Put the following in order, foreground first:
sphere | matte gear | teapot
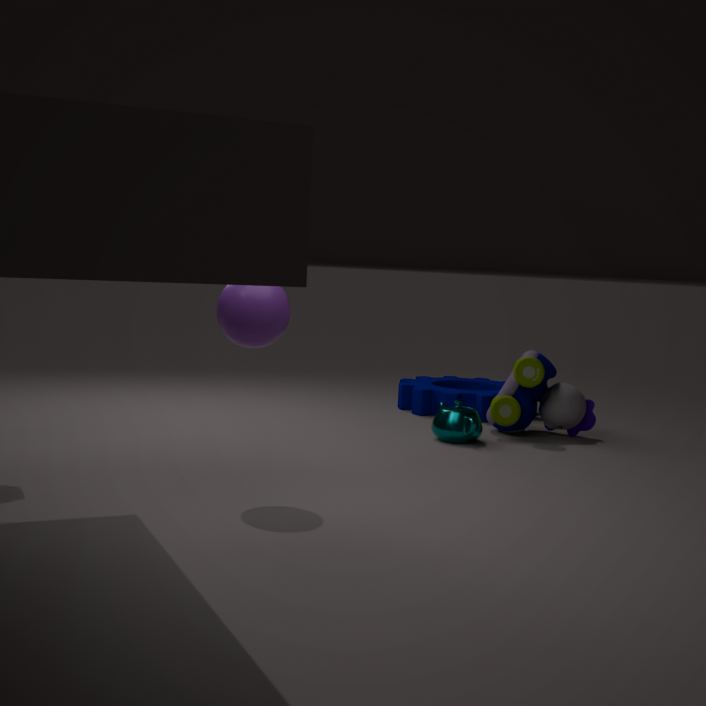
sphere, teapot, matte gear
